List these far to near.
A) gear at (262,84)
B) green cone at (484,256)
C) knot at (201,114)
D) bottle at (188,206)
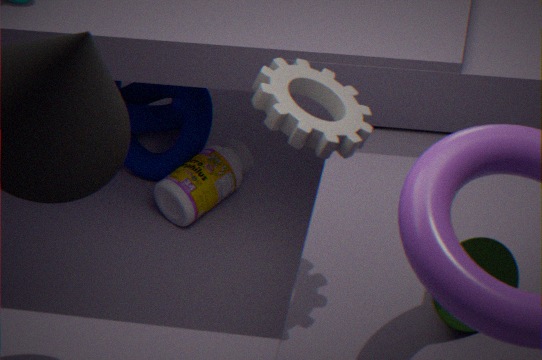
1. knot at (201,114)
2. bottle at (188,206)
3. green cone at (484,256)
4. gear at (262,84)
